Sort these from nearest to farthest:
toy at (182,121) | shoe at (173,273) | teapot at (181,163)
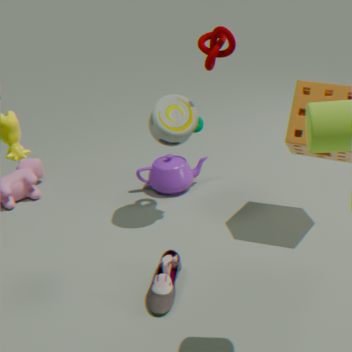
shoe at (173,273) < toy at (182,121) < teapot at (181,163)
